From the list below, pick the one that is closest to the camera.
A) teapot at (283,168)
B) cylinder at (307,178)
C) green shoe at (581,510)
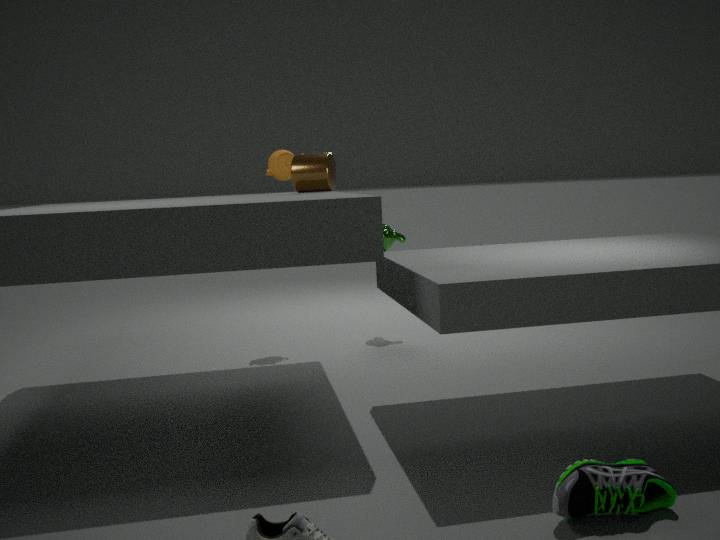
green shoe at (581,510)
